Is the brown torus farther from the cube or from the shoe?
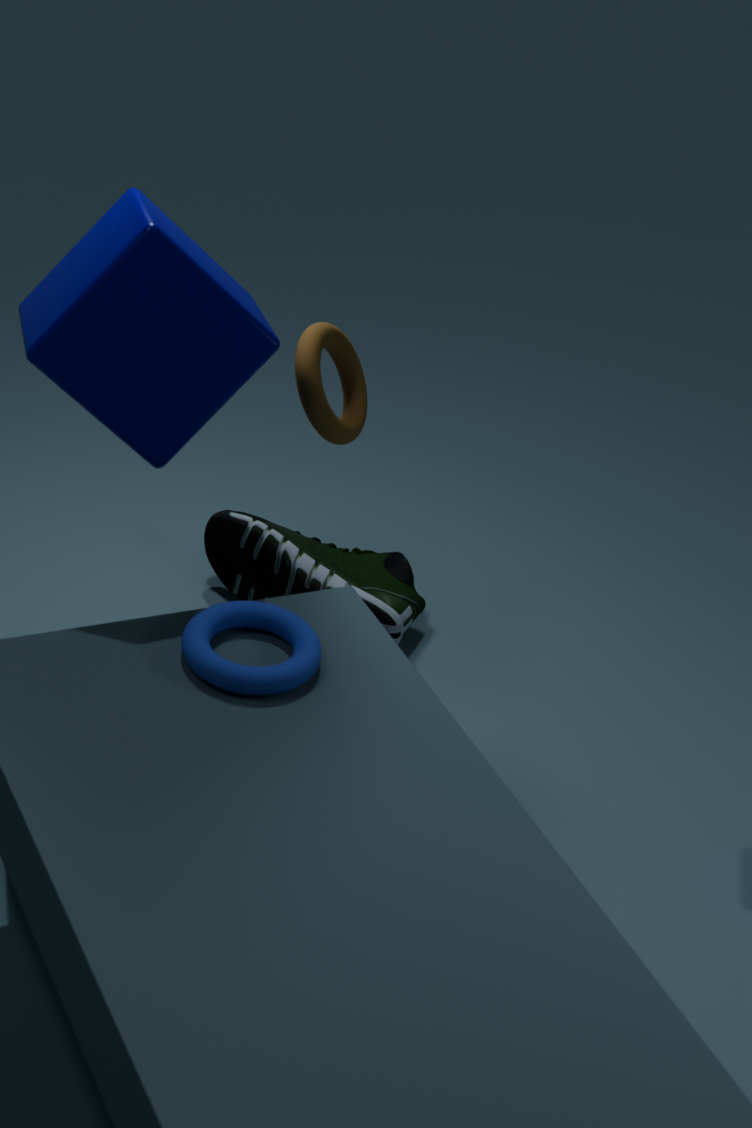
the shoe
